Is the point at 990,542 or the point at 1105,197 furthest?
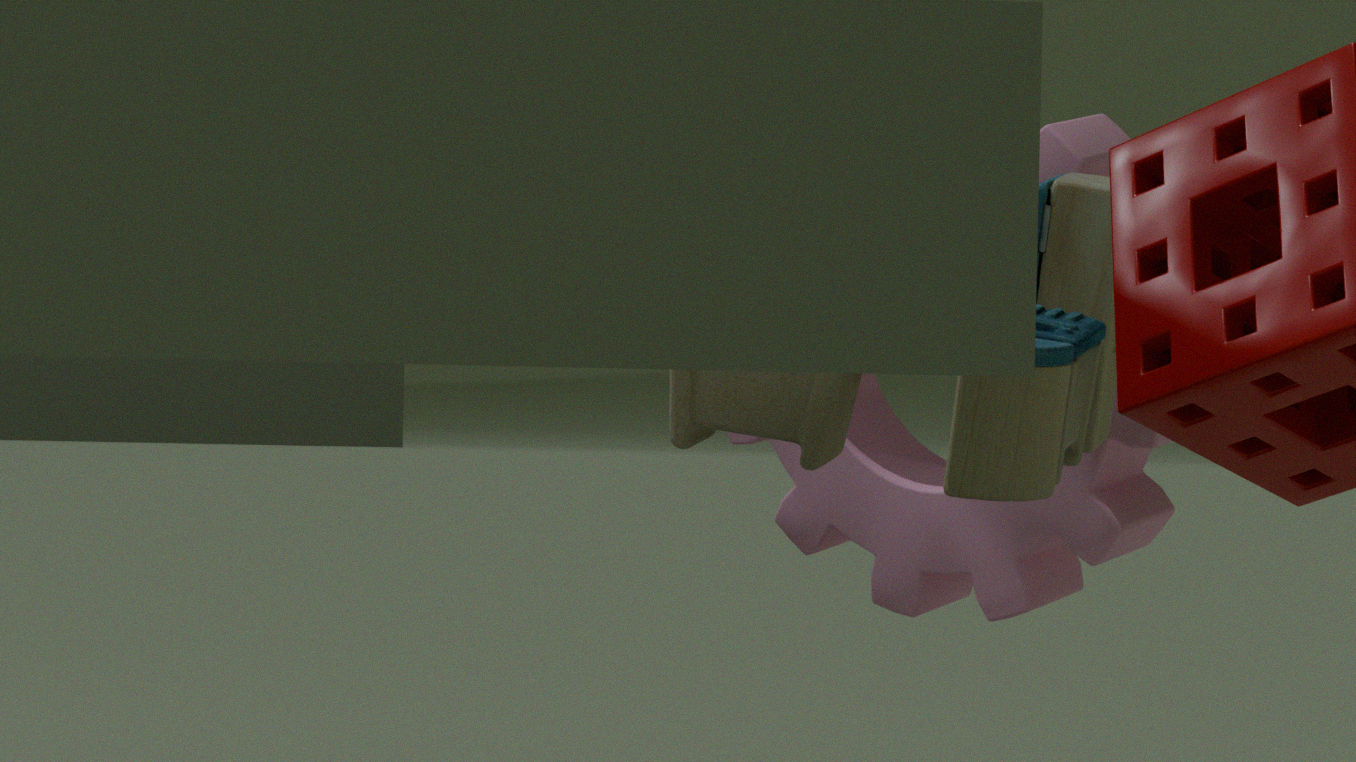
the point at 990,542
